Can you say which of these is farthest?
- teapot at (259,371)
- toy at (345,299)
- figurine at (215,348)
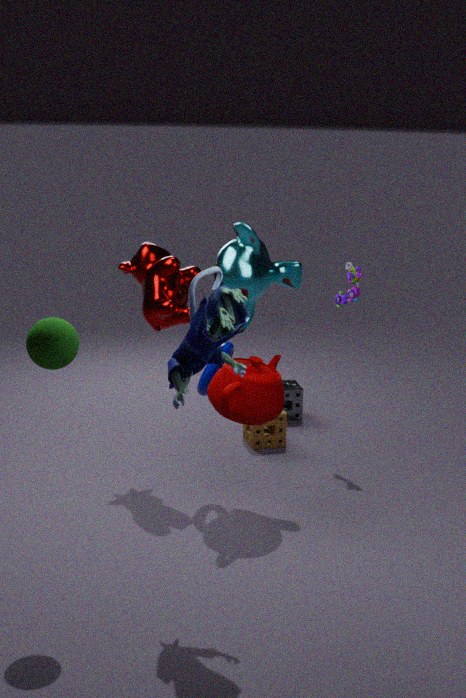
toy at (345,299)
